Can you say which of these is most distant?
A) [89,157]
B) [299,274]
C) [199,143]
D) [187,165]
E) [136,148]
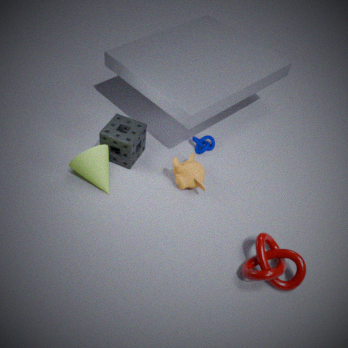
[199,143]
